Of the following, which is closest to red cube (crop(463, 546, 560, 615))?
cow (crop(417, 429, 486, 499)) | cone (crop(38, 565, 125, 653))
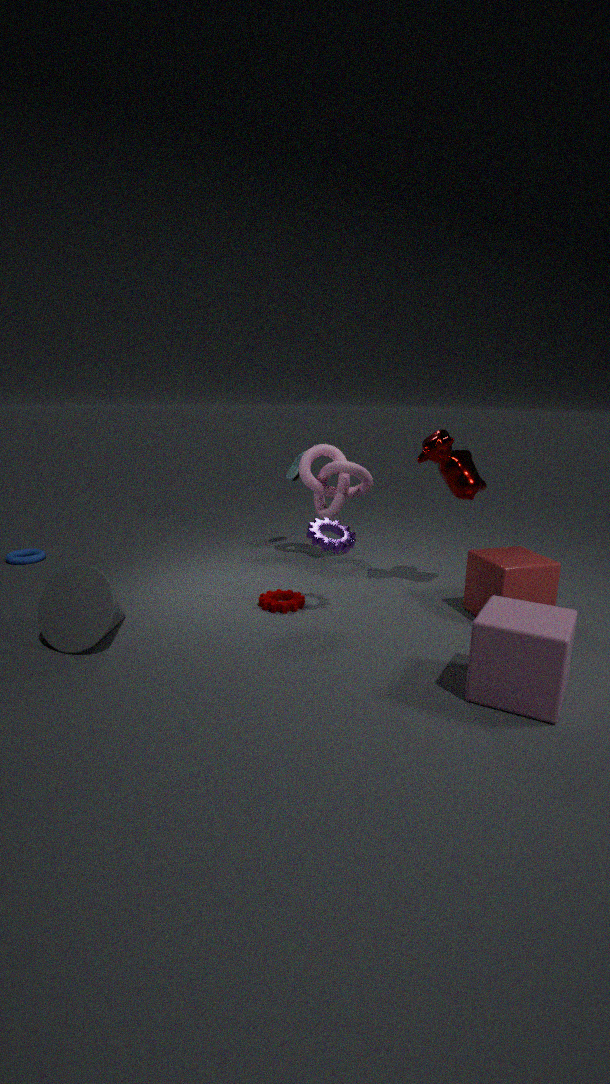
cow (crop(417, 429, 486, 499))
